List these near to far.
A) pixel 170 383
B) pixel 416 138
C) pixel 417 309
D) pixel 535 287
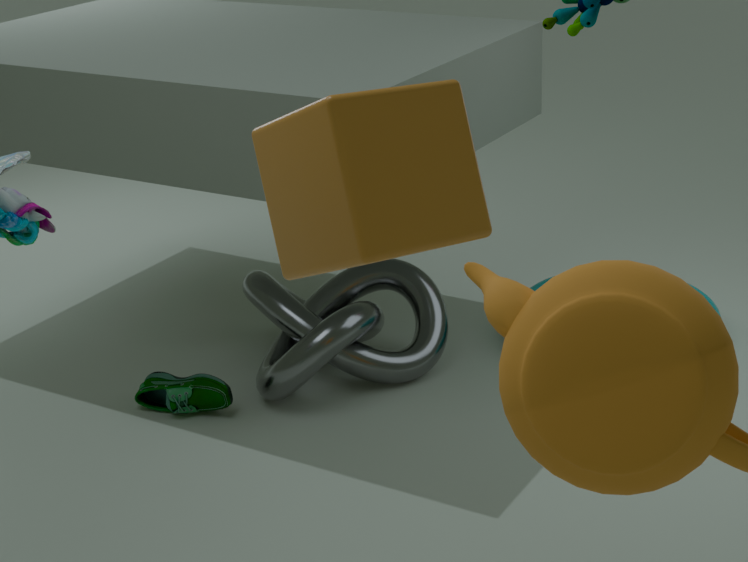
pixel 416 138 < pixel 170 383 < pixel 417 309 < pixel 535 287
